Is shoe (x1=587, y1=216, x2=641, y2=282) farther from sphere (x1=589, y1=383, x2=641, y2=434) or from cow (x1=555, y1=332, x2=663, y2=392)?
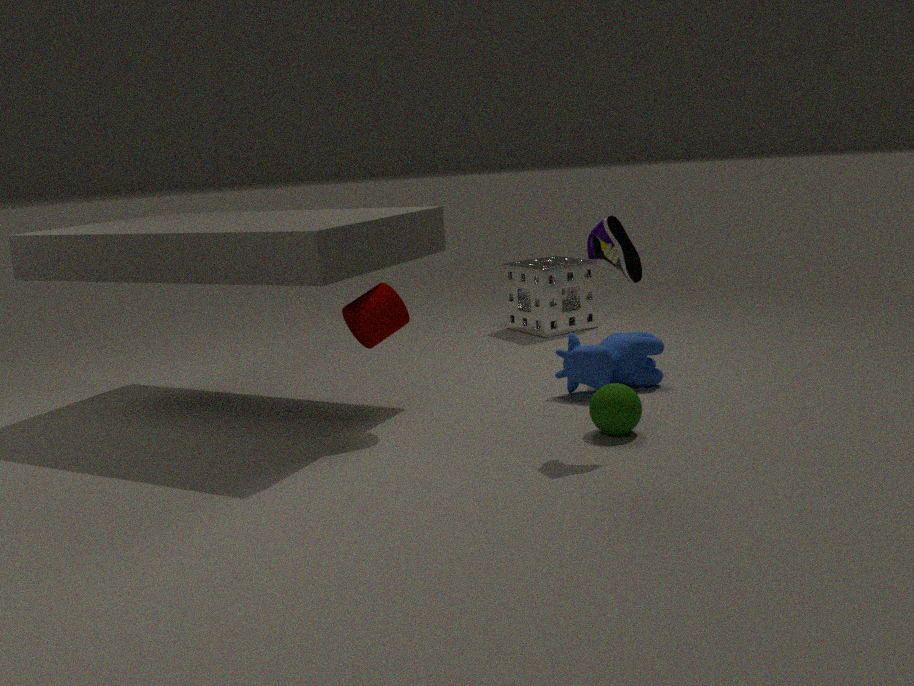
cow (x1=555, y1=332, x2=663, y2=392)
